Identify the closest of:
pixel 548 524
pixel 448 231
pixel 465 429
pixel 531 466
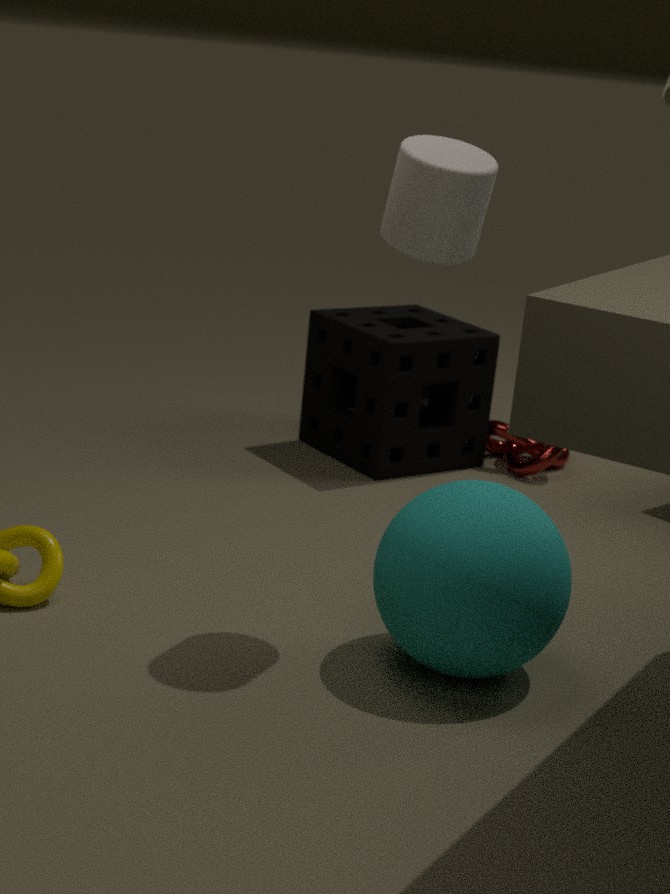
pixel 448 231
